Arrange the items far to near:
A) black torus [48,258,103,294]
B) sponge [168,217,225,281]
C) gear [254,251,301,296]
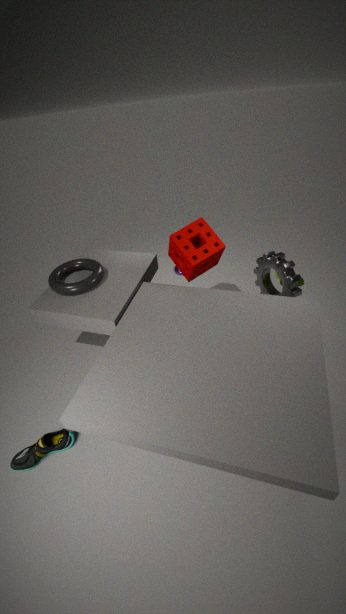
black torus [48,258,103,294] → sponge [168,217,225,281] → gear [254,251,301,296]
